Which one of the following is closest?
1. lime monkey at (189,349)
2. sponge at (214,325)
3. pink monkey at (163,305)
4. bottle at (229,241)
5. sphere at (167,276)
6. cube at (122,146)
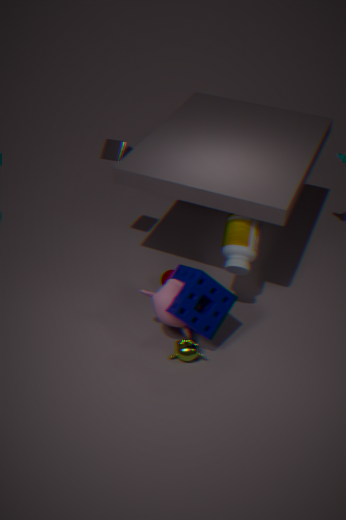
sponge at (214,325)
